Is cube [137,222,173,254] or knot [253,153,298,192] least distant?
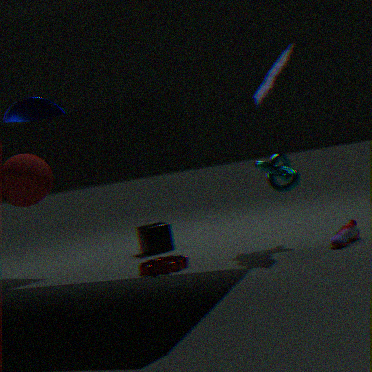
knot [253,153,298,192]
